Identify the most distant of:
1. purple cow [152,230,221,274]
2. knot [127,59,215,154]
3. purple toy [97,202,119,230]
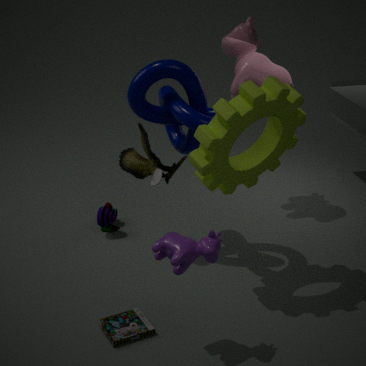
purple toy [97,202,119,230]
